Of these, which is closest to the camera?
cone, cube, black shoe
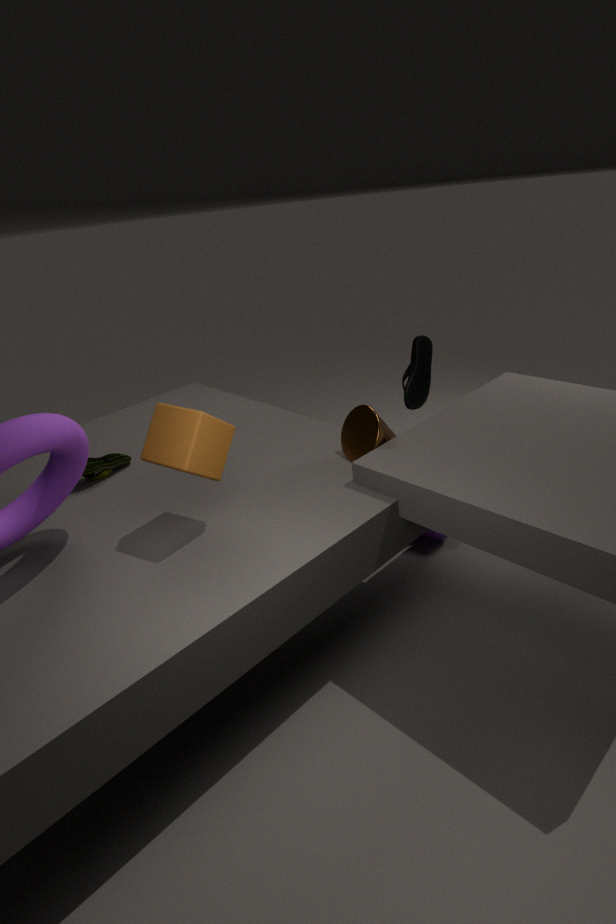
cube
